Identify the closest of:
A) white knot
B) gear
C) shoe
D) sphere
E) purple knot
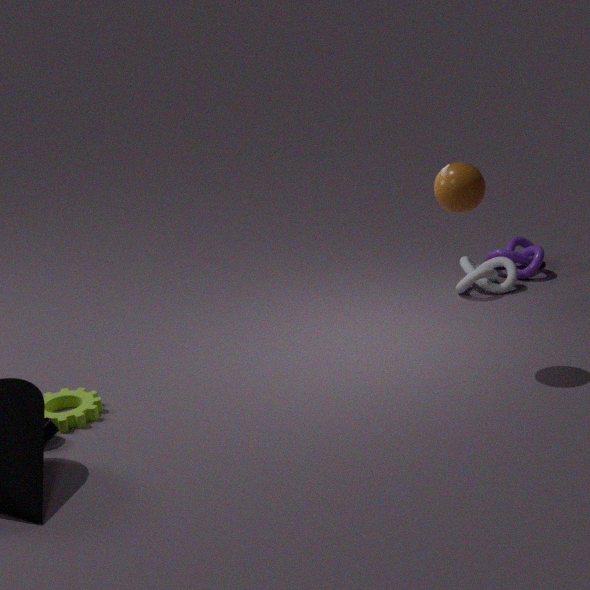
sphere
